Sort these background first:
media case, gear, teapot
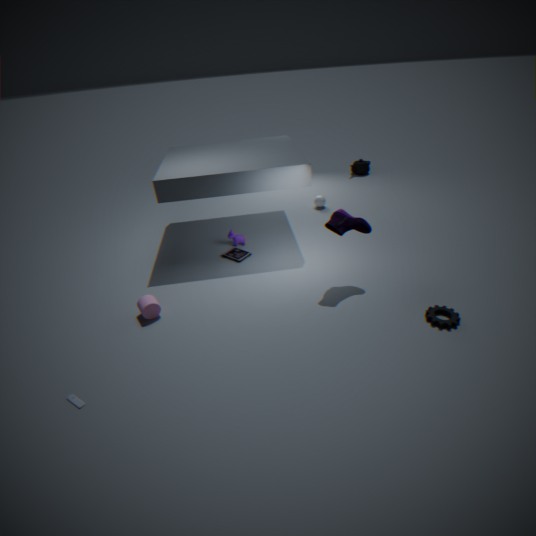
1. teapot
2. media case
3. gear
